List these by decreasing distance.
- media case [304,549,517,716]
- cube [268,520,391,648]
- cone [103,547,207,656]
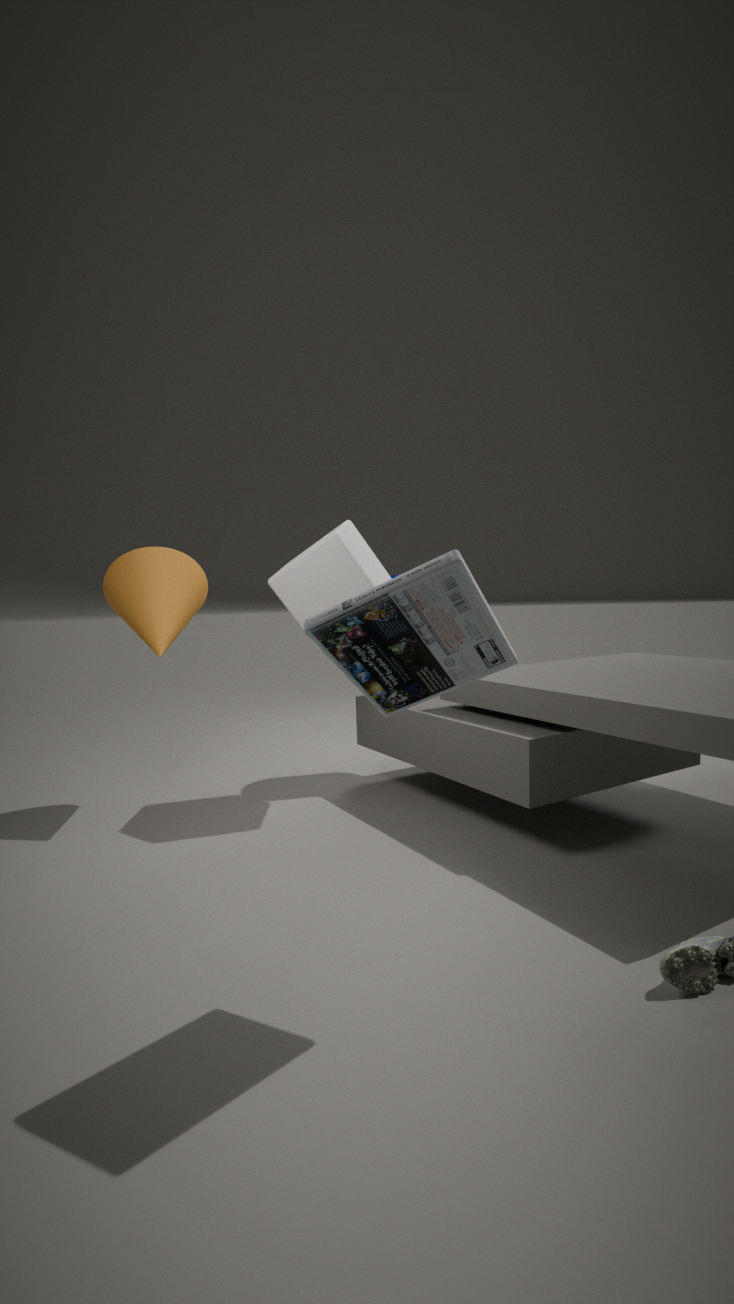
cone [103,547,207,656]
cube [268,520,391,648]
media case [304,549,517,716]
